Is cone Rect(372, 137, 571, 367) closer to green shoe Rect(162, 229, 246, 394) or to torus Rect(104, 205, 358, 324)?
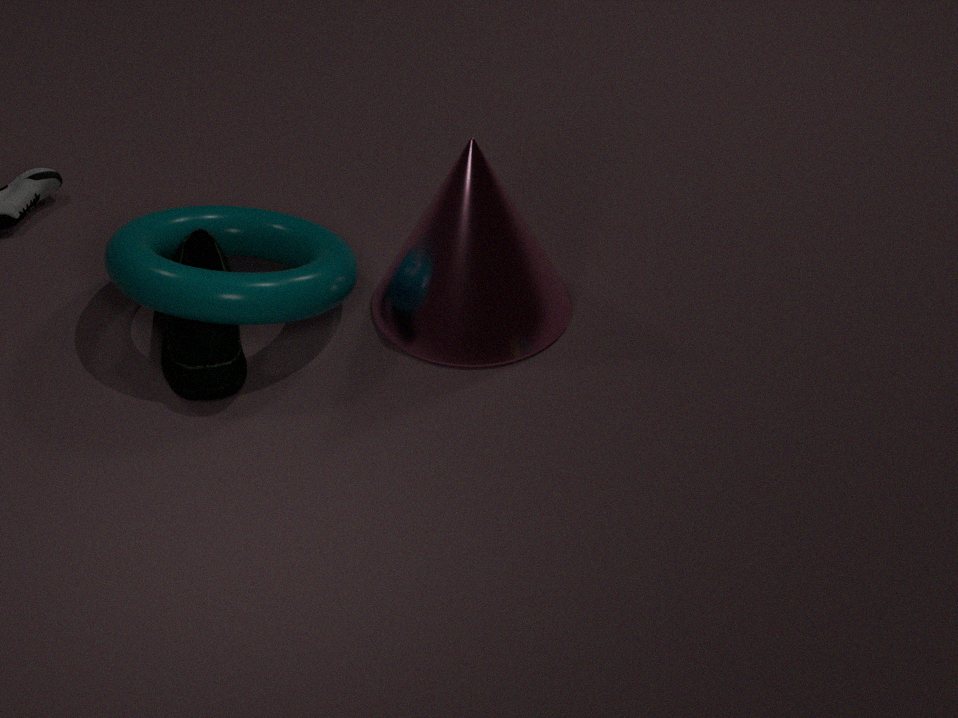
torus Rect(104, 205, 358, 324)
